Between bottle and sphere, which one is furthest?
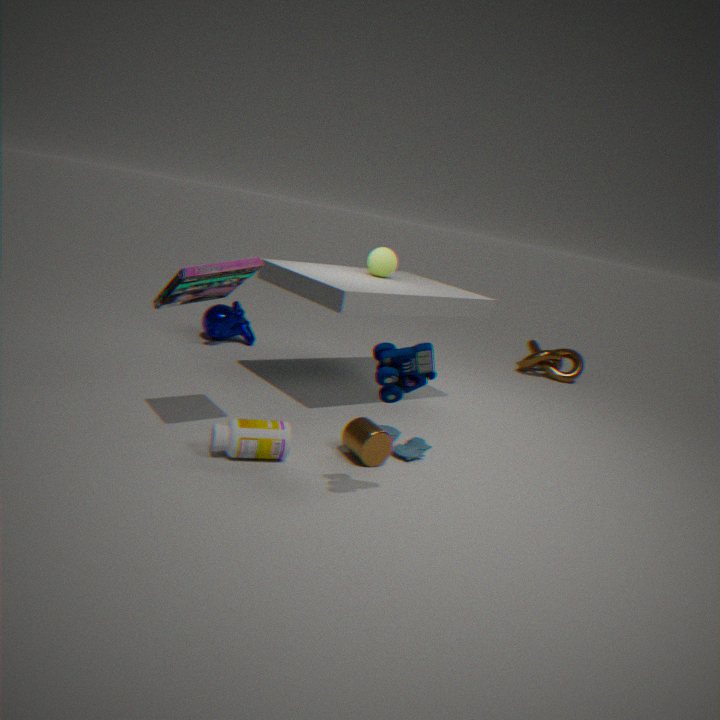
sphere
